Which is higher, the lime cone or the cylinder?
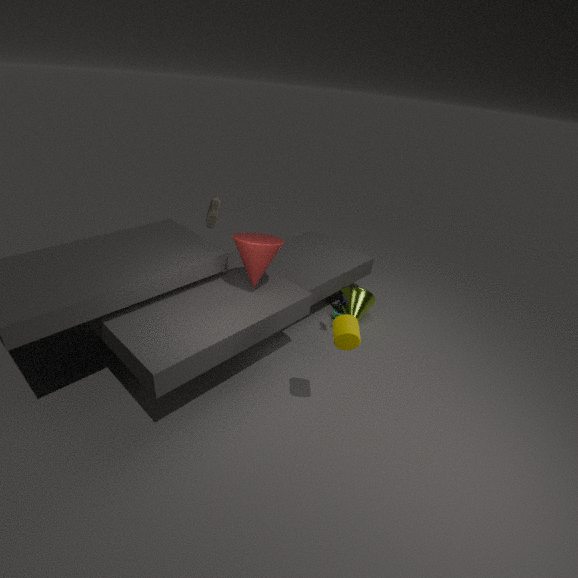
the cylinder
